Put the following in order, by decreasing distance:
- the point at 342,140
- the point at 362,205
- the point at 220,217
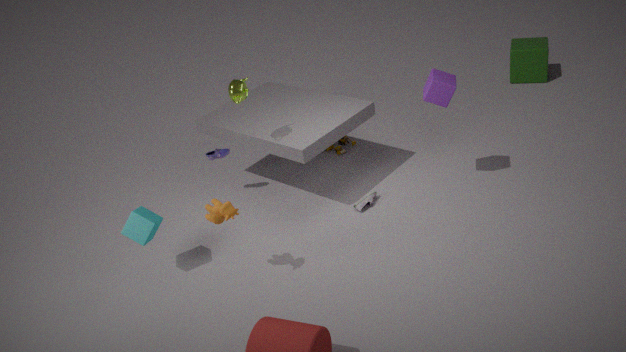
the point at 342,140
the point at 362,205
the point at 220,217
